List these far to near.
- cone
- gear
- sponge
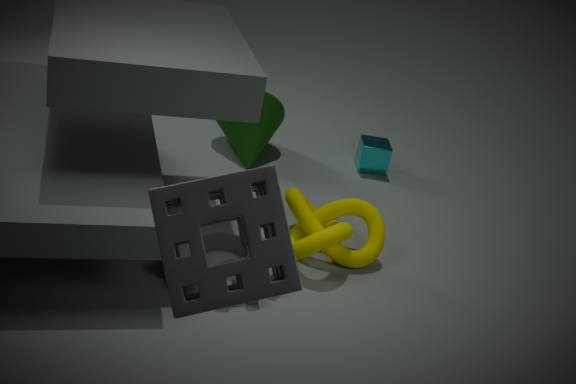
cone
gear
sponge
